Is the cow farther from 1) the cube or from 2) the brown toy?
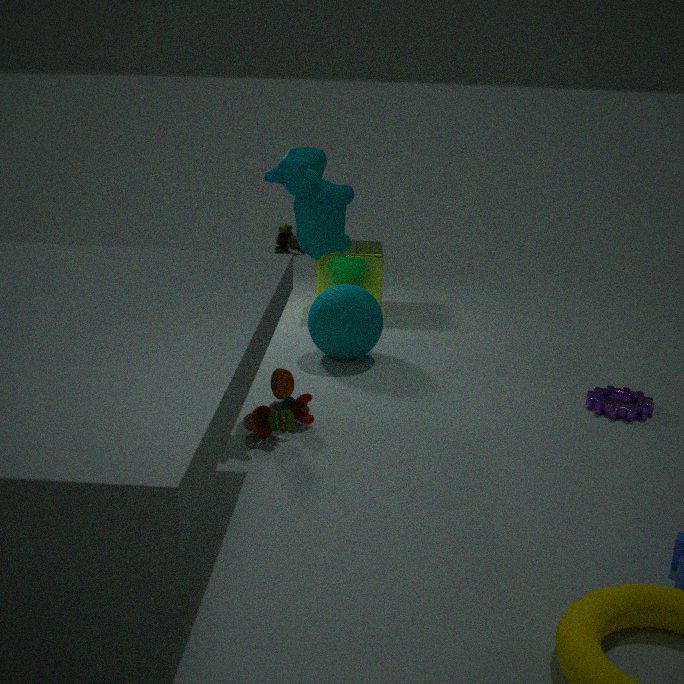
1) the cube
